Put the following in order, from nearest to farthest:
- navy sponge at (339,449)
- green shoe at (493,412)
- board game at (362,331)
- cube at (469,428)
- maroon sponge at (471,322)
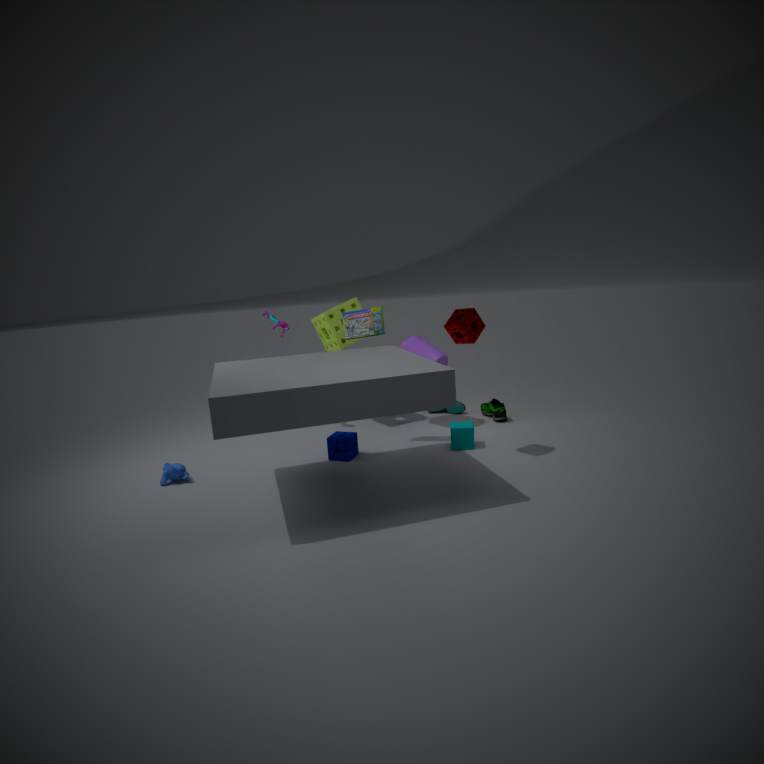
maroon sponge at (471,322) → navy sponge at (339,449) → cube at (469,428) → board game at (362,331) → green shoe at (493,412)
